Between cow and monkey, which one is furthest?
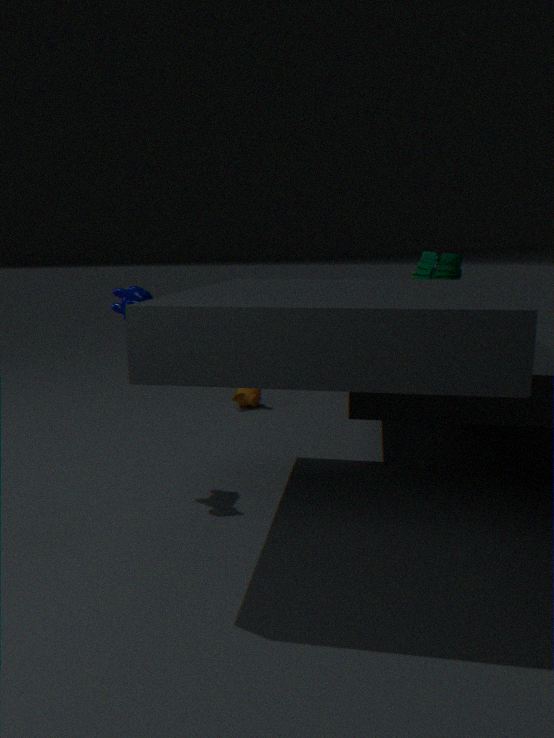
monkey
